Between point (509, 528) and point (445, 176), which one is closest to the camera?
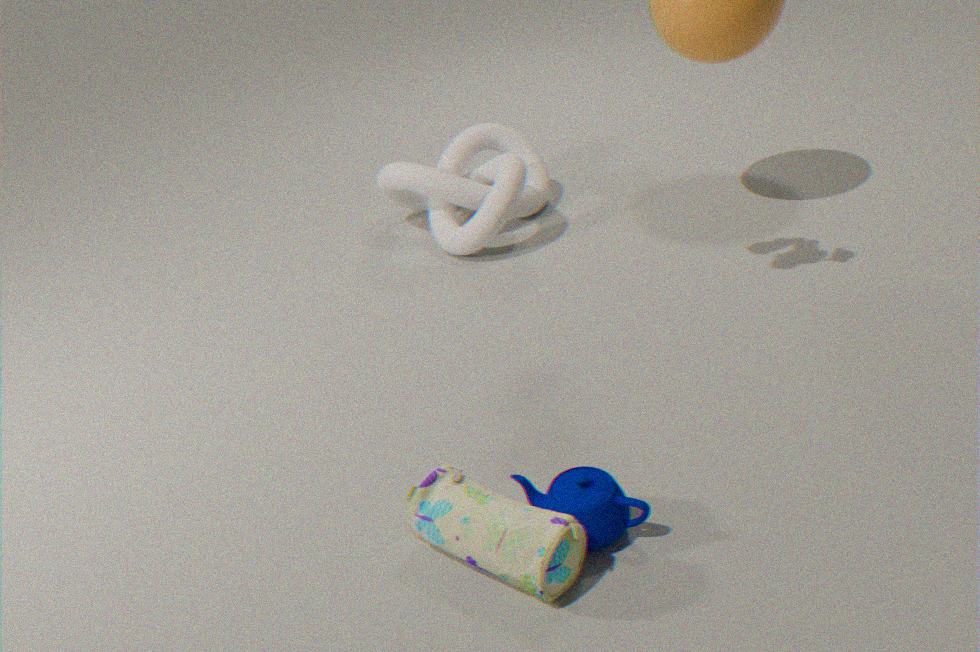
point (509, 528)
